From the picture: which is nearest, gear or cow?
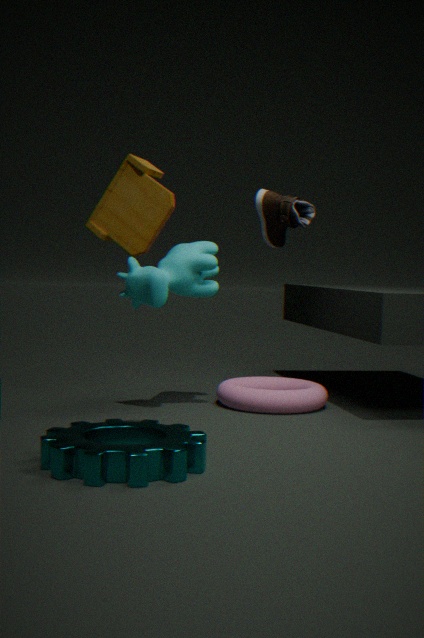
gear
